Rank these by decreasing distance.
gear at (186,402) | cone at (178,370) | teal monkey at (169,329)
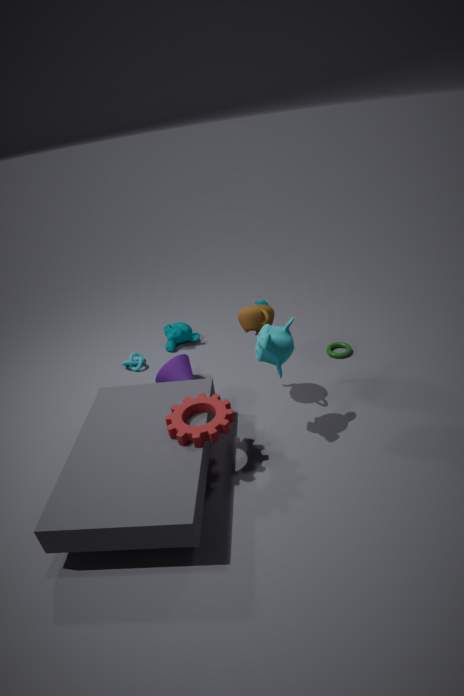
teal monkey at (169,329) → cone at (178,370) → gear at (186,402)
